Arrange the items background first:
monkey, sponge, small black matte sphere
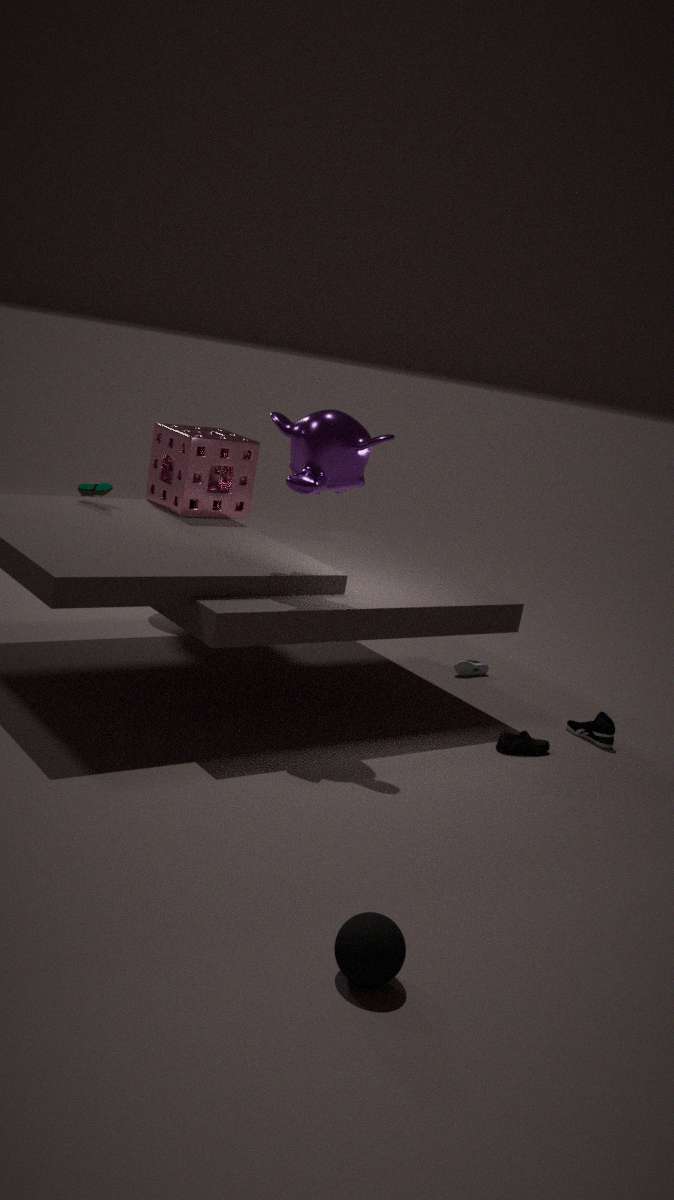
sponge, monkey, small black matte sphere
